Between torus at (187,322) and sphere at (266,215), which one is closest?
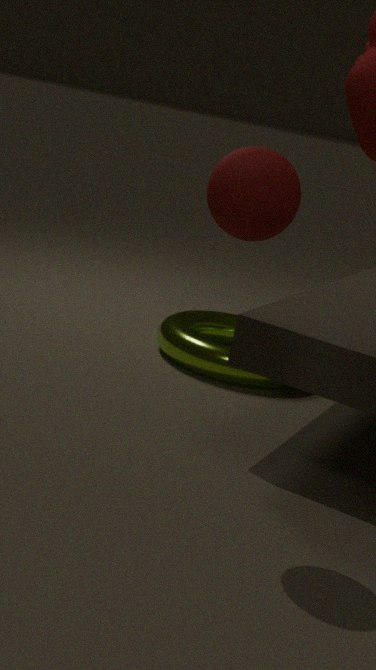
sphere at (266,215)
